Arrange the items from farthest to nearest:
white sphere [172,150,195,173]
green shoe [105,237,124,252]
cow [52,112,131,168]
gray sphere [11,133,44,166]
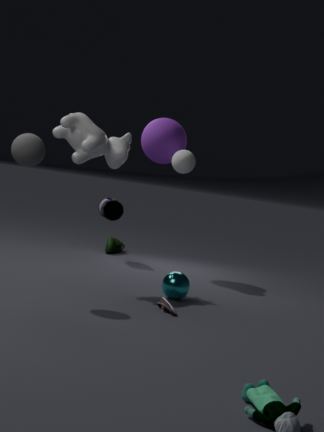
green shoe [105,237,124,252] → white sphere [172,150,195,173] → cow [52,112,131,168] → gray sphere [11,133,44,166]
